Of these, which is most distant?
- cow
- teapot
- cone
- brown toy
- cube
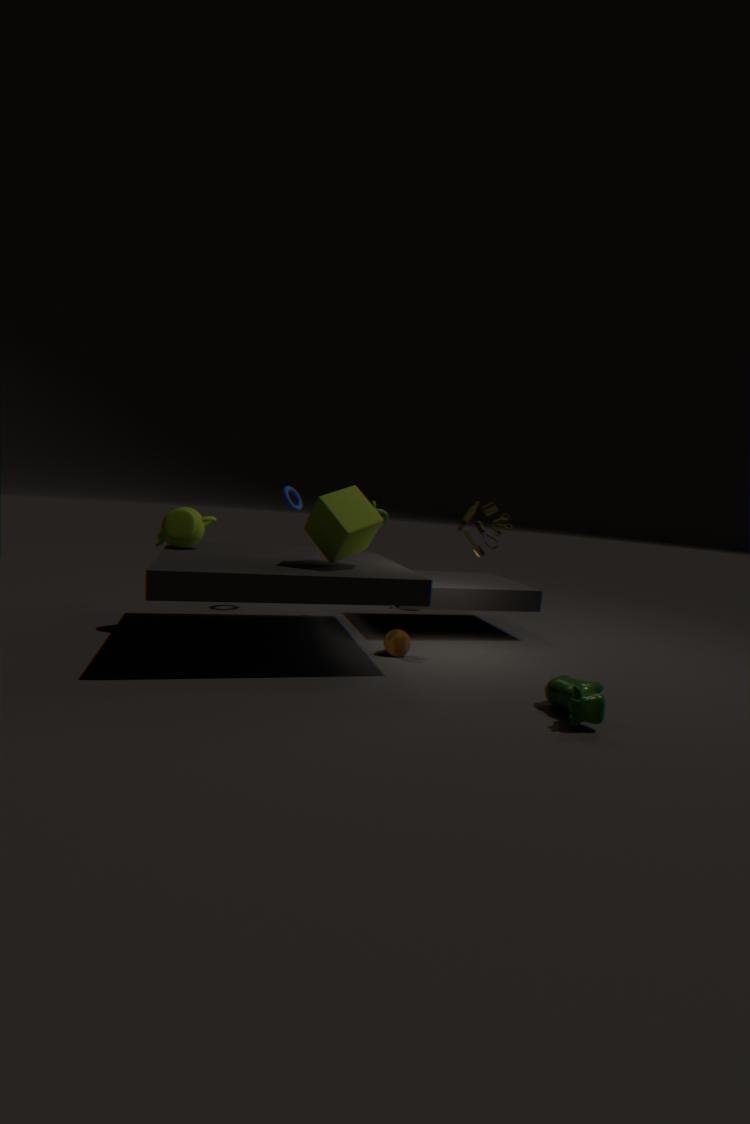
teapot
